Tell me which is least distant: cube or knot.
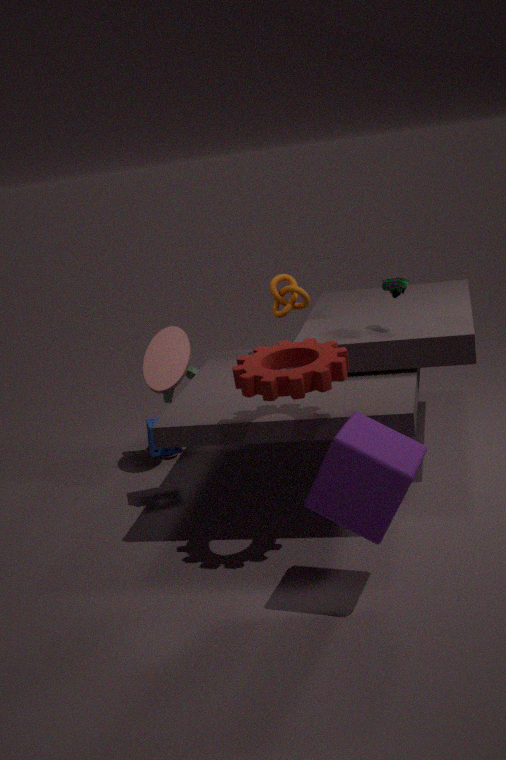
cube
